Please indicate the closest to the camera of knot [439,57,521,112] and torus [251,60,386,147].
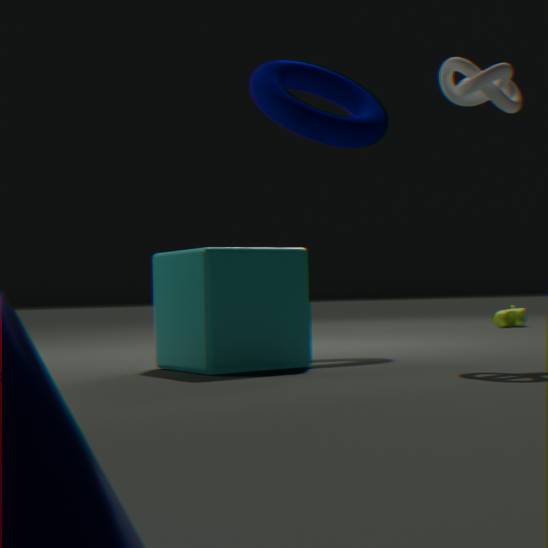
knot [439,57,521,112]
